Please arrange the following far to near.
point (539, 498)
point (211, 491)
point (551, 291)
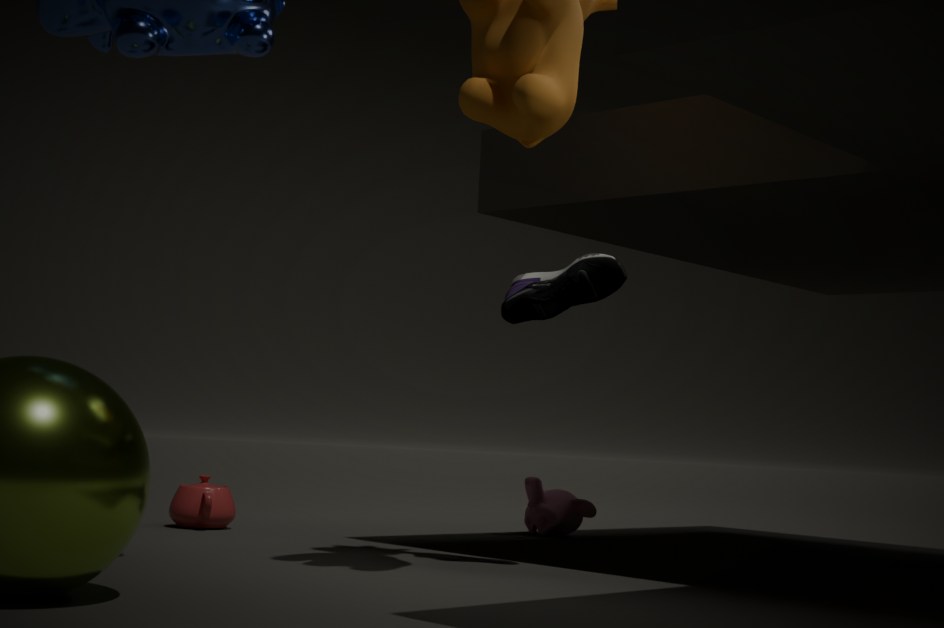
point (539, 498)
point (211, 491)
point (551, 291)
